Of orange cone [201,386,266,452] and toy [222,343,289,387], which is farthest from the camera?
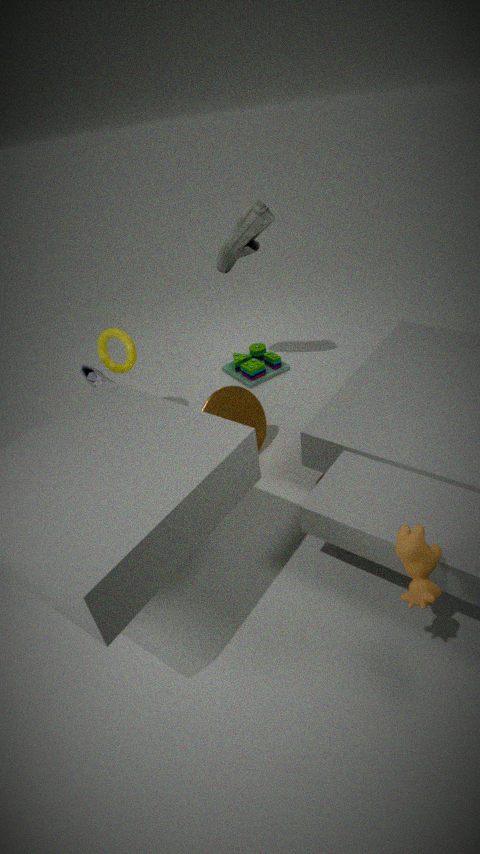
toy [222,343,289,387]
